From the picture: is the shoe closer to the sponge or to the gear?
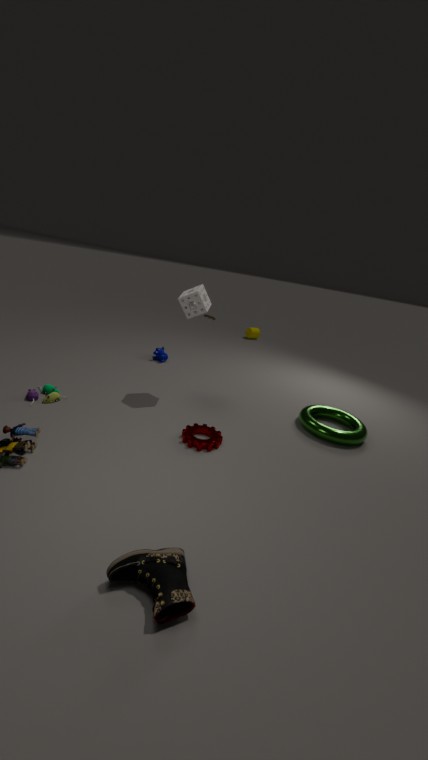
the gear
